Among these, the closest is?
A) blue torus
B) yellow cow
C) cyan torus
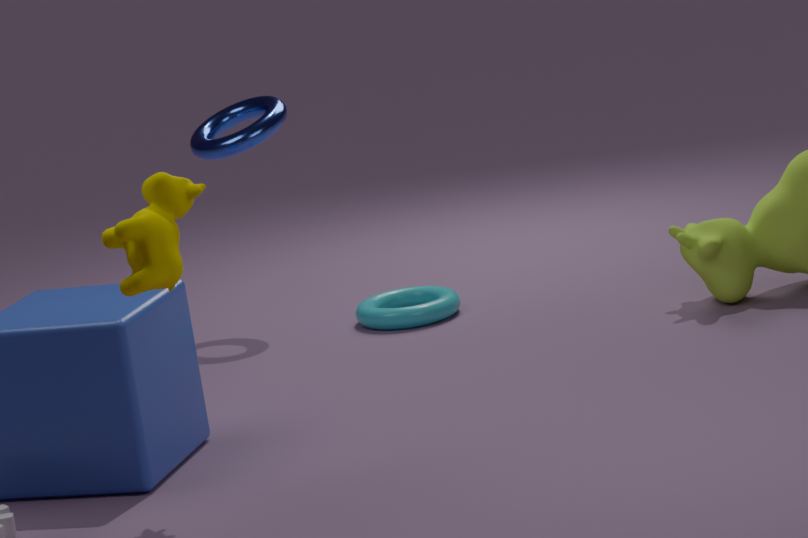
yellow cow
